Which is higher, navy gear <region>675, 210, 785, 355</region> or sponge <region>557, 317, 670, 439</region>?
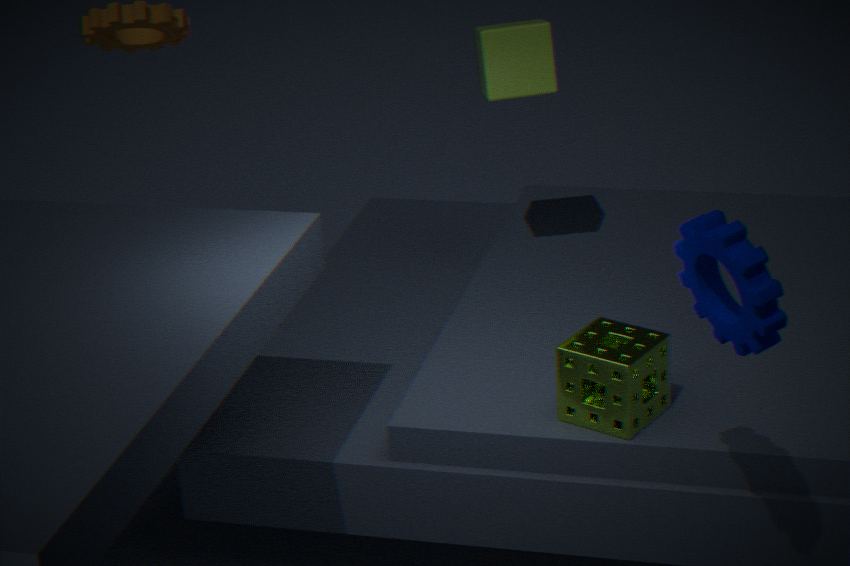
navy gear <region>675, 210, 785, 355</region>
